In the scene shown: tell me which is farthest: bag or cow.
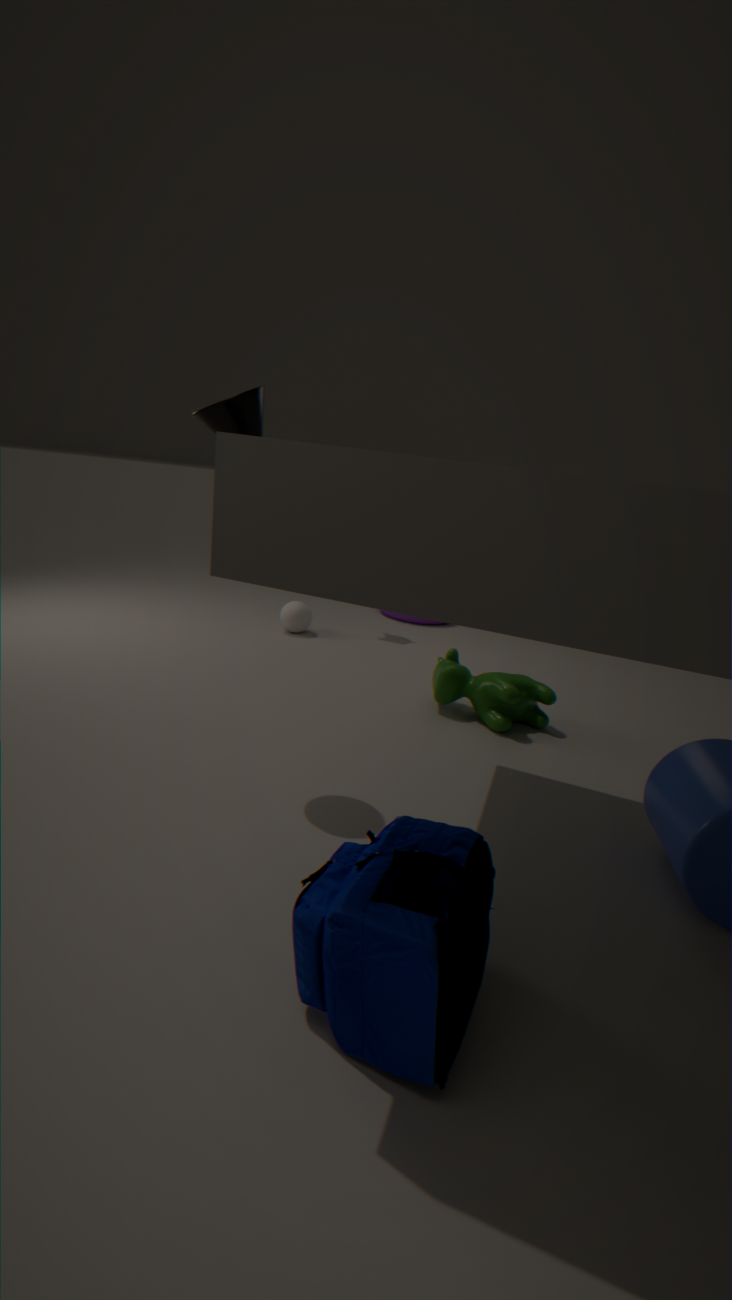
cow
